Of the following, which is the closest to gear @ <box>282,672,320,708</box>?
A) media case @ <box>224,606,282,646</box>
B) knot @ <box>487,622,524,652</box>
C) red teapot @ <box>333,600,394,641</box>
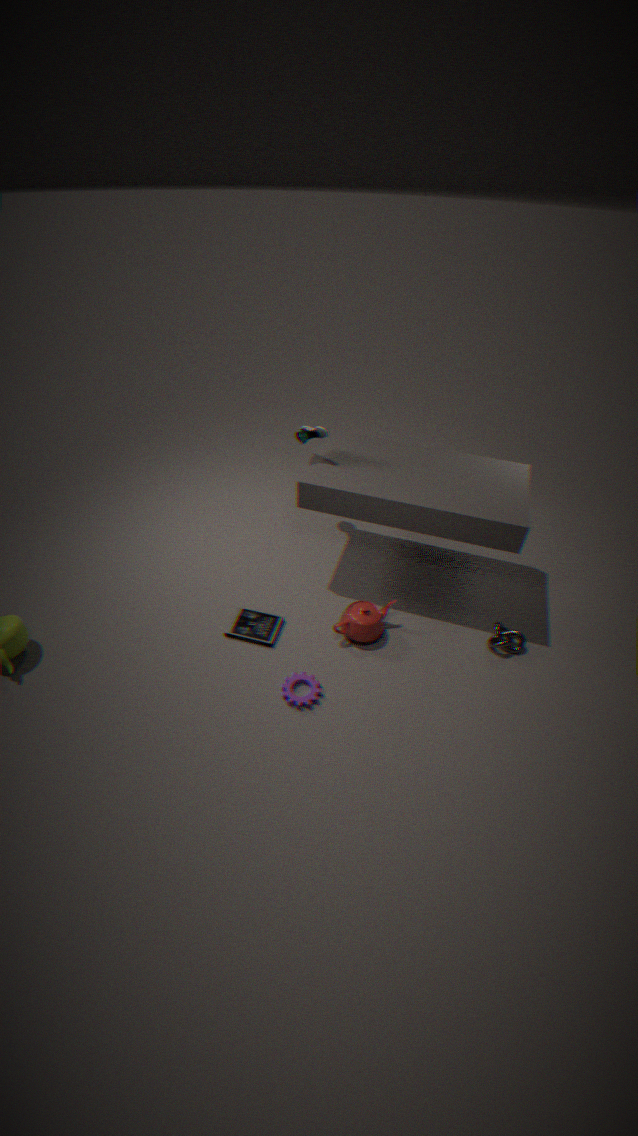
media case @ <box>224,606,282,646</box>
